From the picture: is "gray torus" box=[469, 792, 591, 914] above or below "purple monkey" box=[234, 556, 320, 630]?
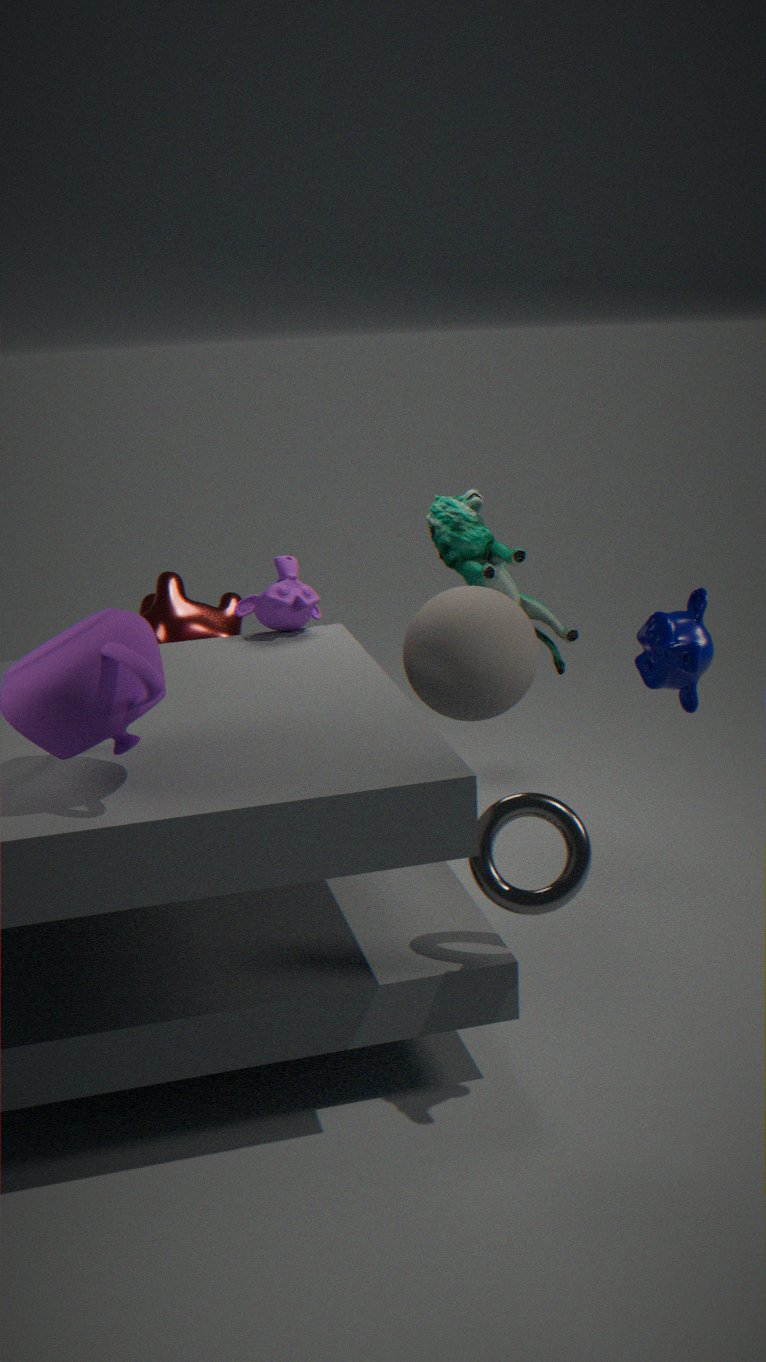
below
